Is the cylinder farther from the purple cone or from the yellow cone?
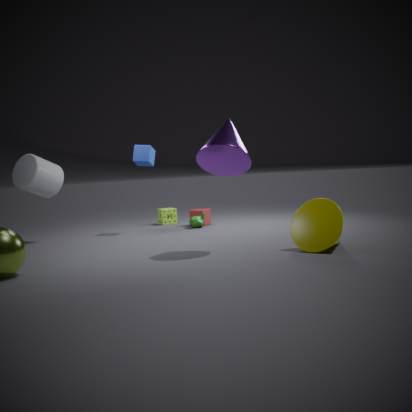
the yellow cone
